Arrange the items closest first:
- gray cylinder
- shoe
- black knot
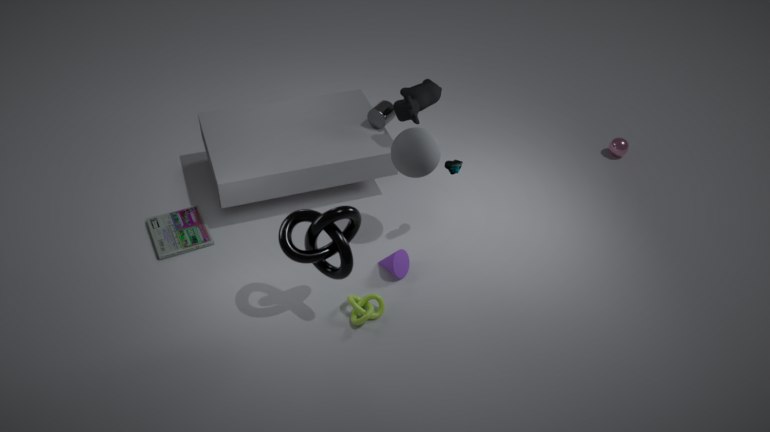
black knot, shoe, gray cylinder
